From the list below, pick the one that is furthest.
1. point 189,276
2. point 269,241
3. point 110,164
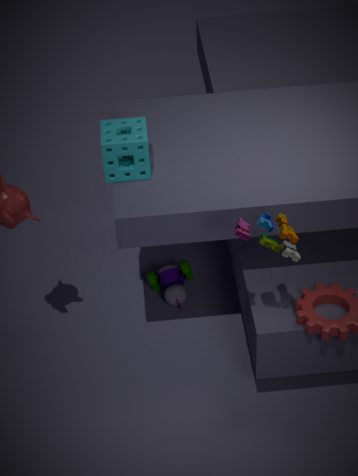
point 189,276
